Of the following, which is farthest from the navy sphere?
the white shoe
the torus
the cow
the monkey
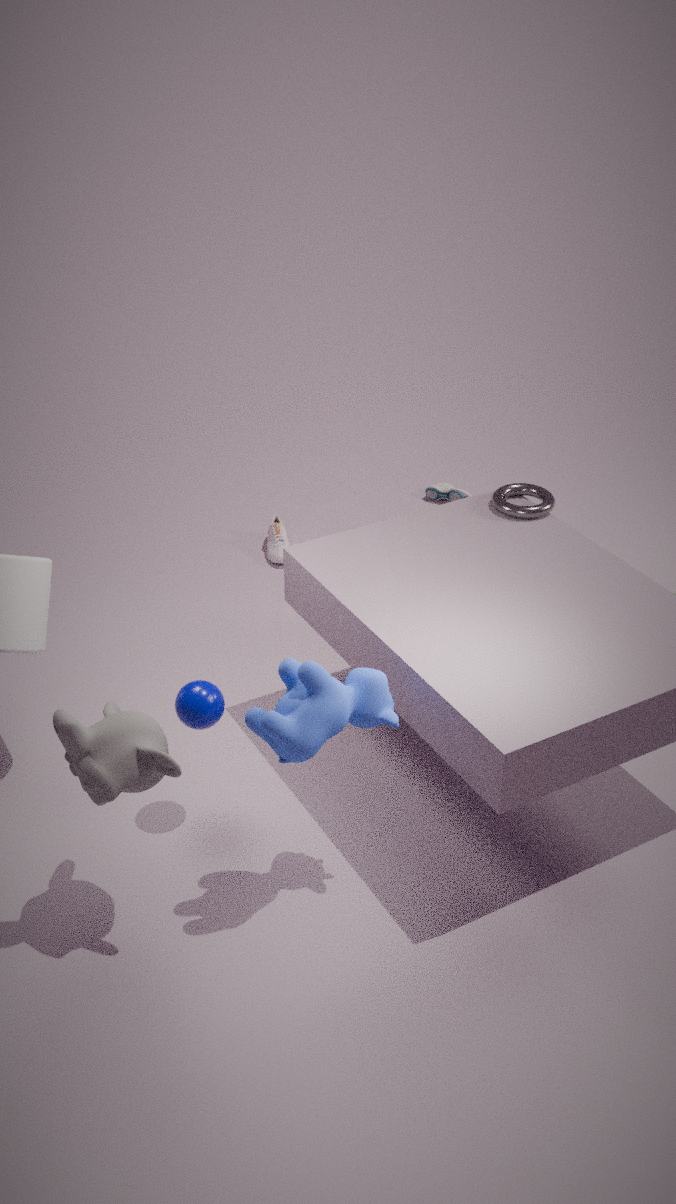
the white shoe
